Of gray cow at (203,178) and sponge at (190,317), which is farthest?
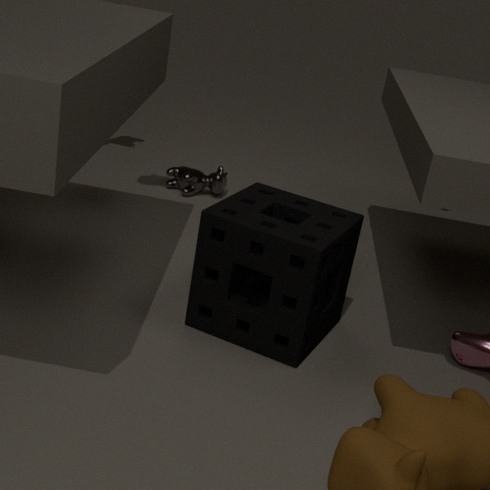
gray cow at (203,178)
